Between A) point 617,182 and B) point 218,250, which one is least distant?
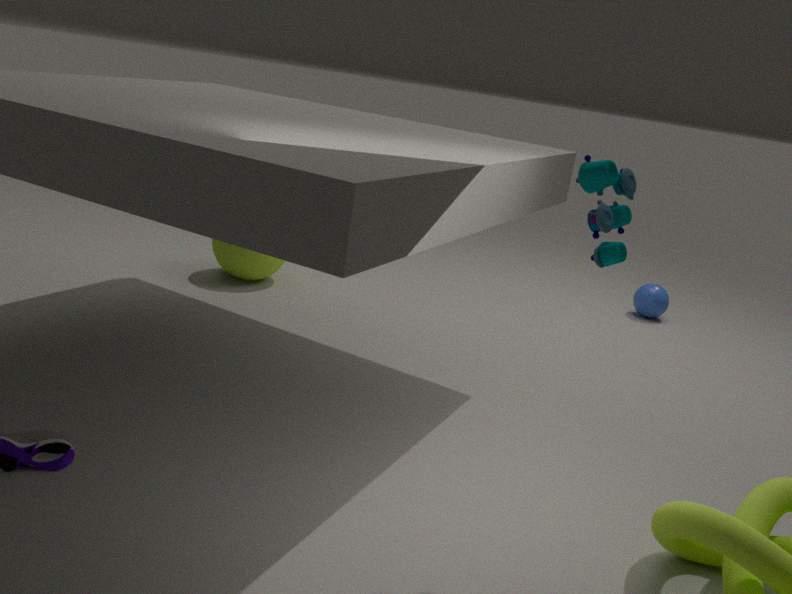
A. point 617,182
